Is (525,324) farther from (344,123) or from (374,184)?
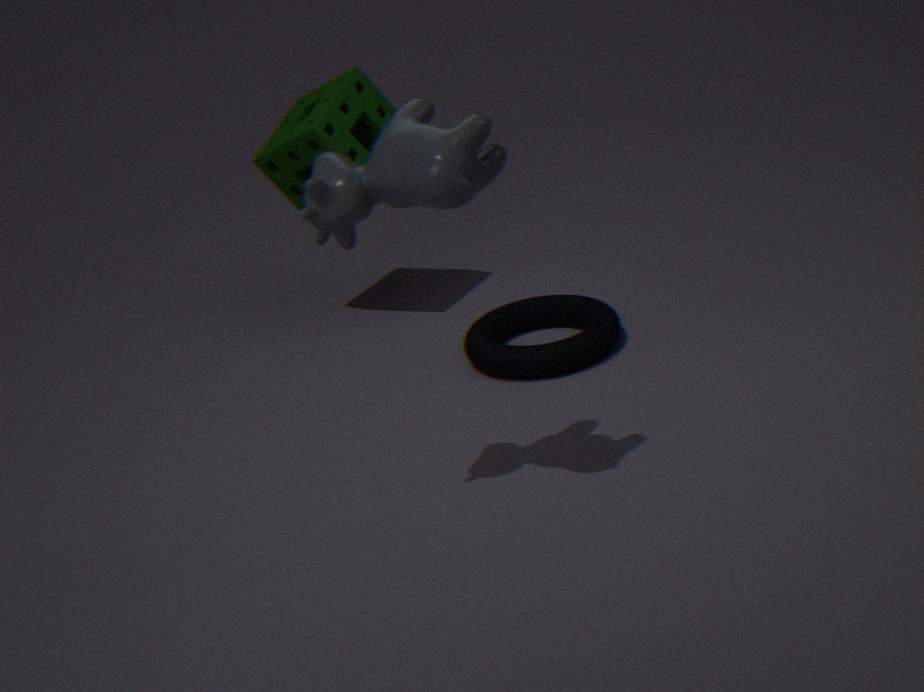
(374,184)
